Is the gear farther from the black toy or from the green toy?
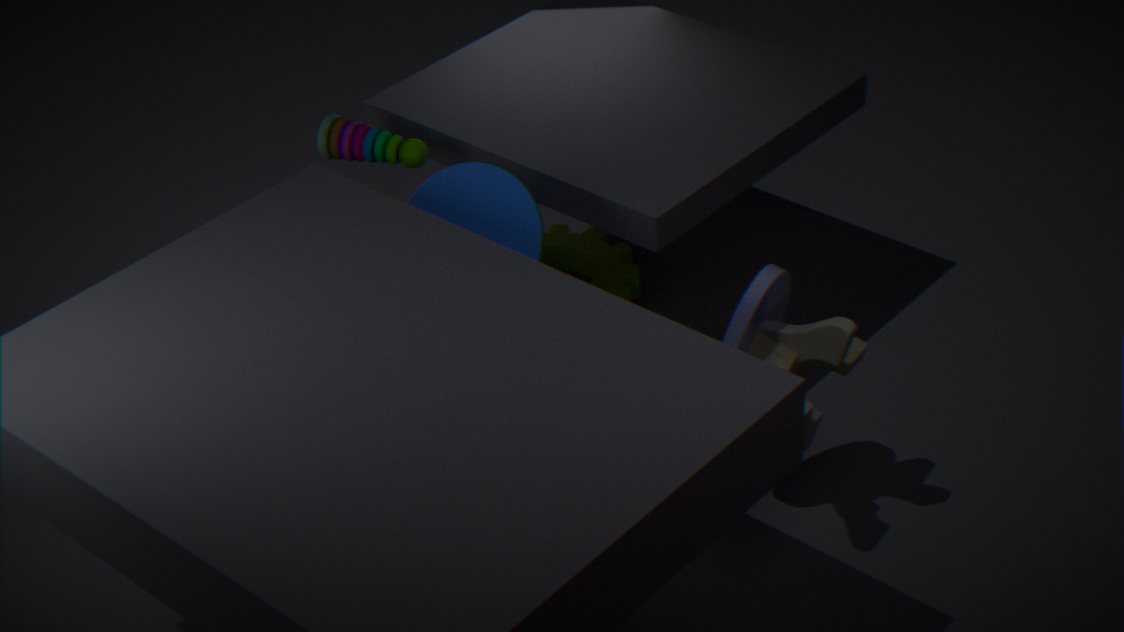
the black toy
